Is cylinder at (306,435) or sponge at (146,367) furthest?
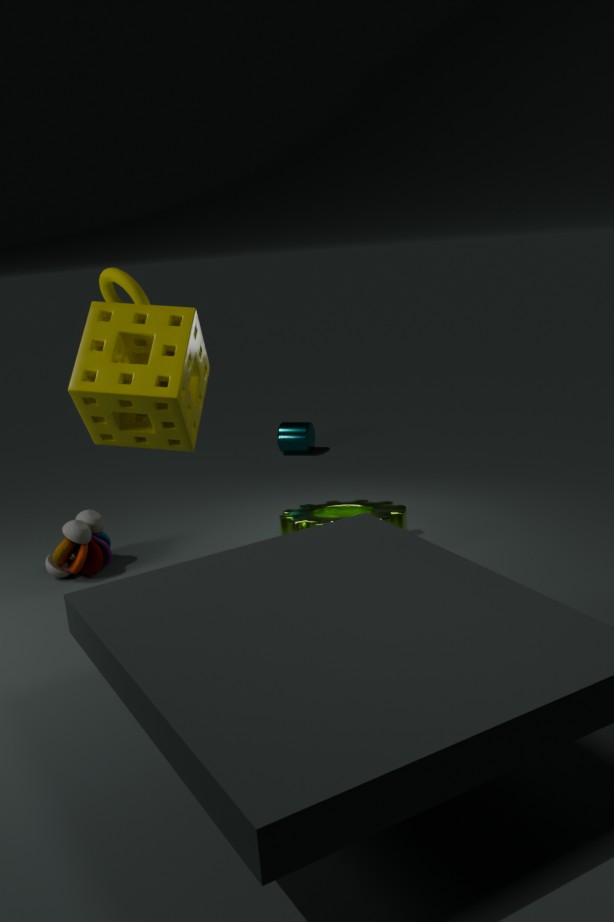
cylinder at (306,435)
